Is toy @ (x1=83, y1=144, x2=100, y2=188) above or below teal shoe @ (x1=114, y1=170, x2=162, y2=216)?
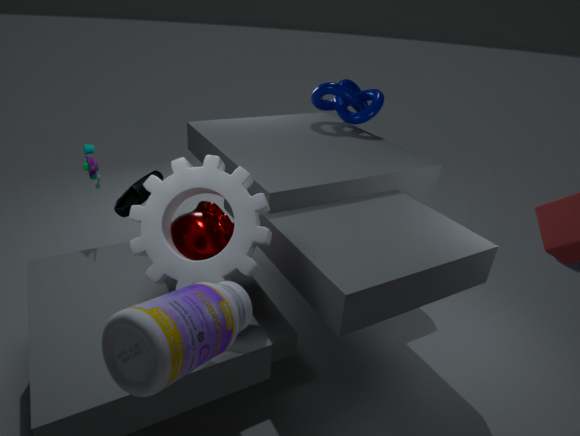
above
